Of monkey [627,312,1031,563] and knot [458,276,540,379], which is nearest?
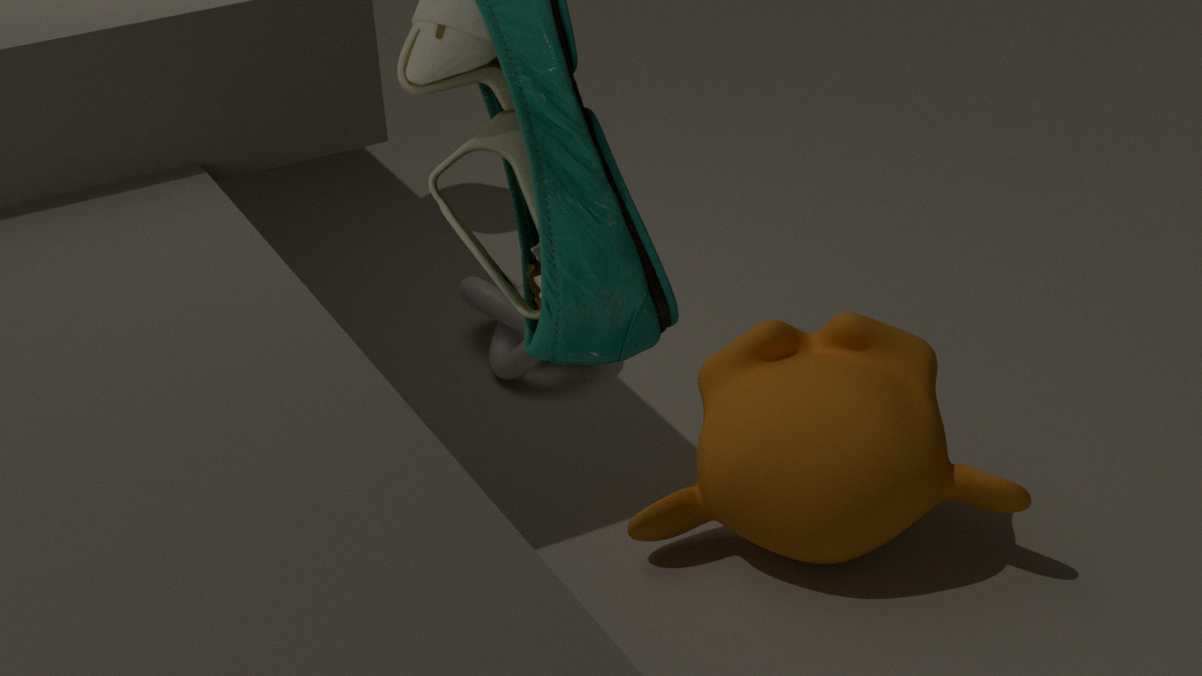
monkey [627,312,1031,563]
